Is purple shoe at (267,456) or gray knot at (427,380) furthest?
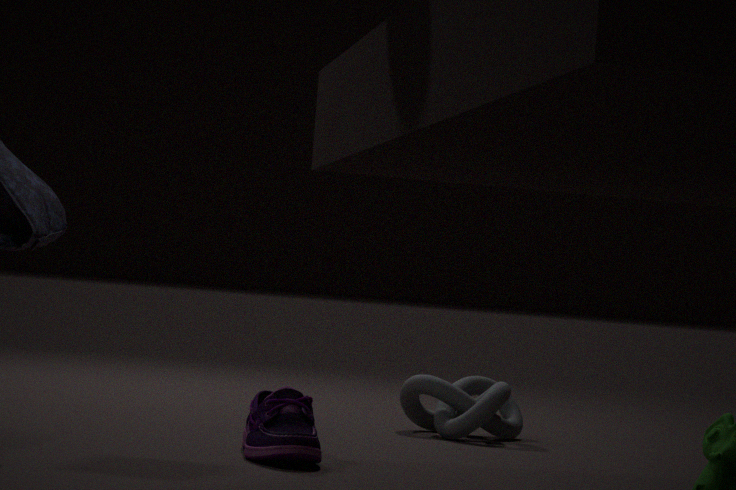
gray knot at (427,380)
